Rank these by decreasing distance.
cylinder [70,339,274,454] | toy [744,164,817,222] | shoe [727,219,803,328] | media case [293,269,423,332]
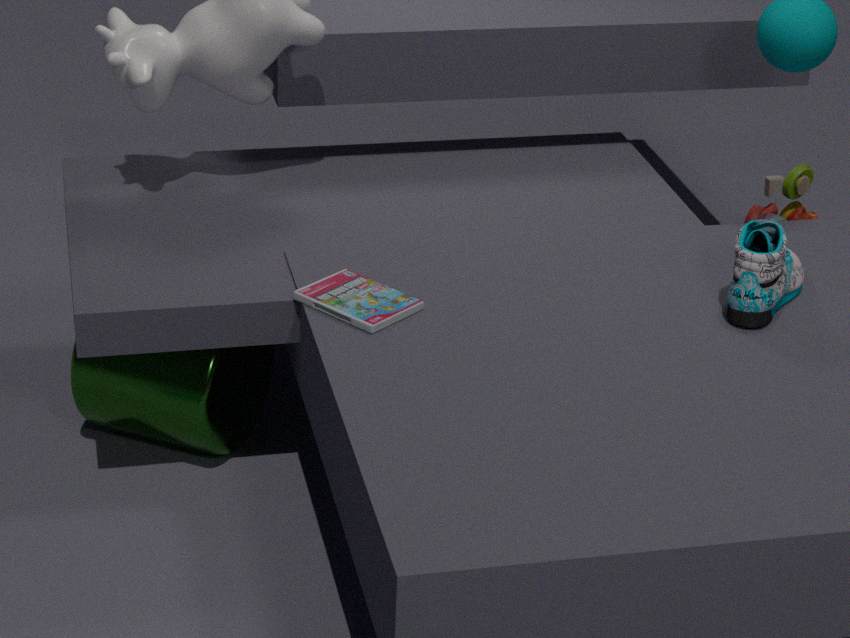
toy [744,164,817,222], cylinder [70,339,274,454], media case [293,269,423,332], shoe [727,219,803,328]
